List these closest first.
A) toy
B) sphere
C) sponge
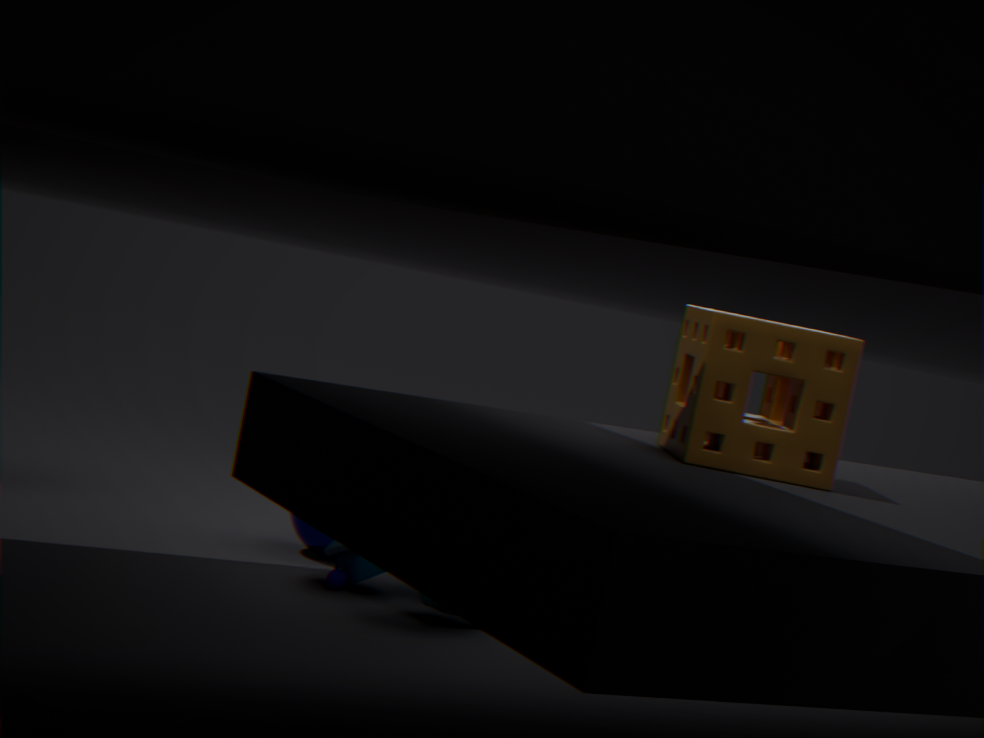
1. sponge
2. toy
3. sphere
